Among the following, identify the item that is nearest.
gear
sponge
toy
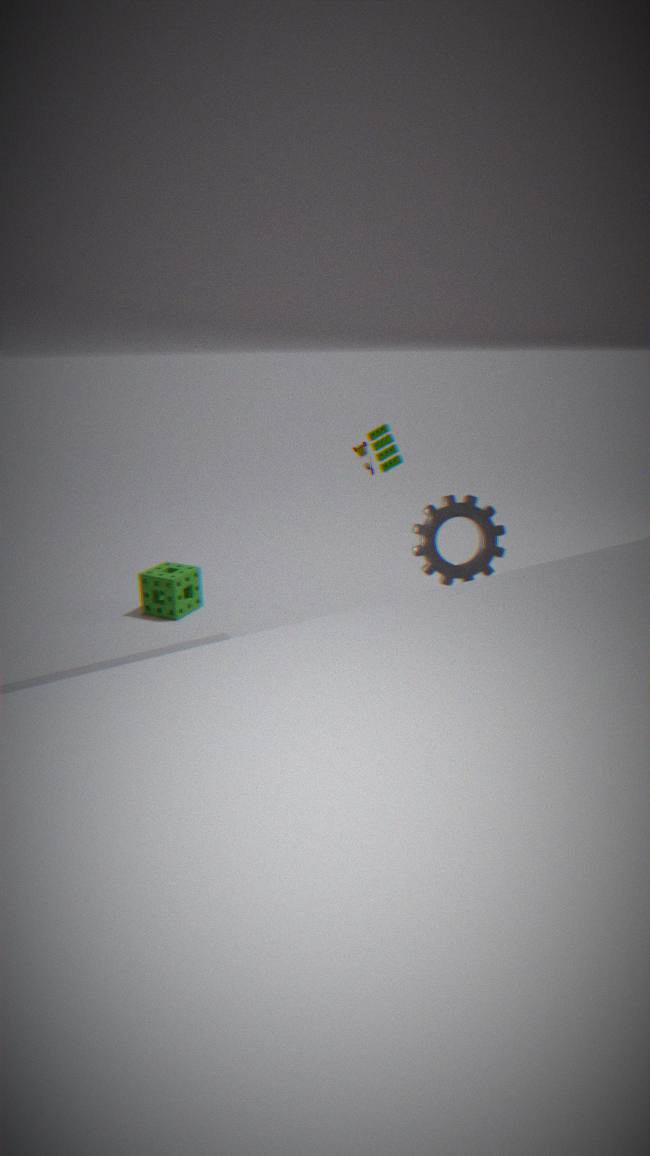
gear
